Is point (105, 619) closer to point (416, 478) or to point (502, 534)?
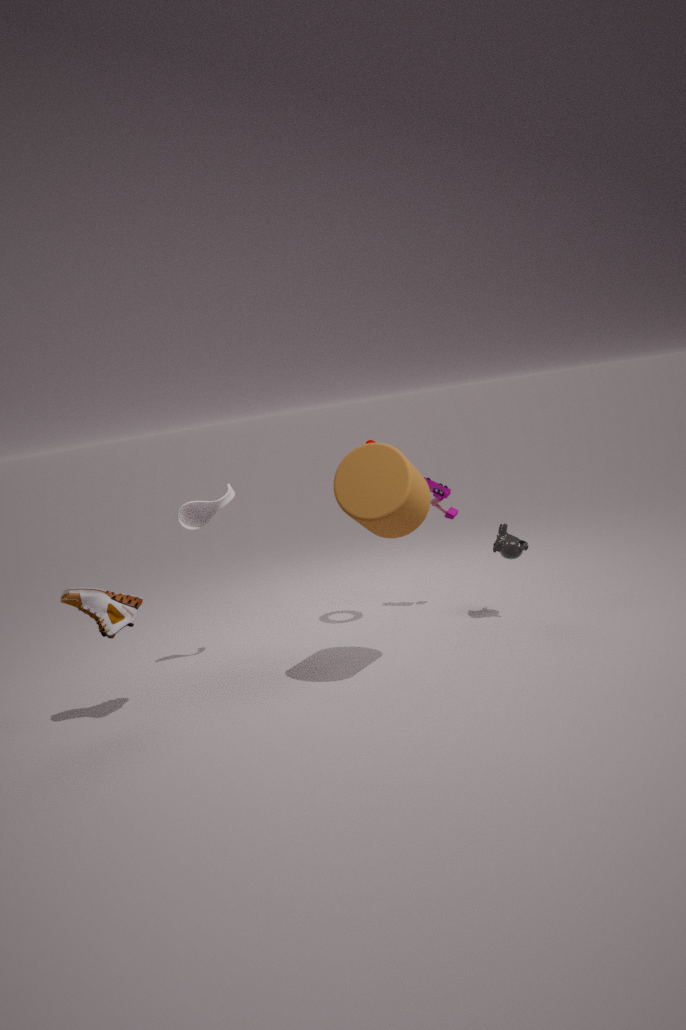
point (416, 478)
